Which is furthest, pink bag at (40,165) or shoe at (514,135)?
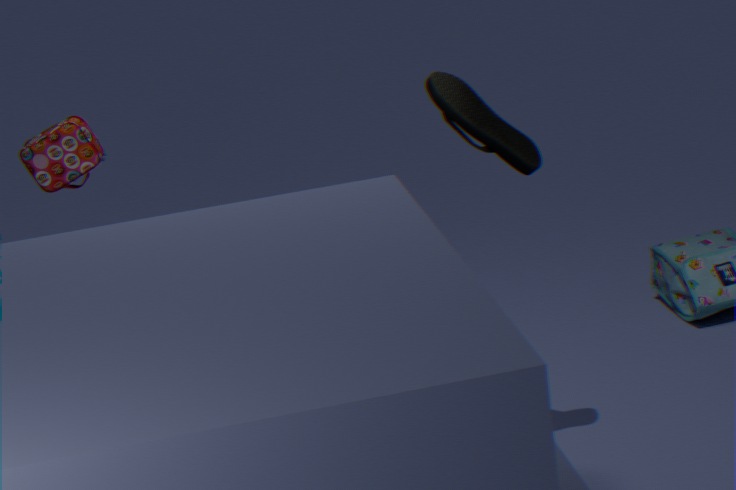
pink bag at (40,165)
